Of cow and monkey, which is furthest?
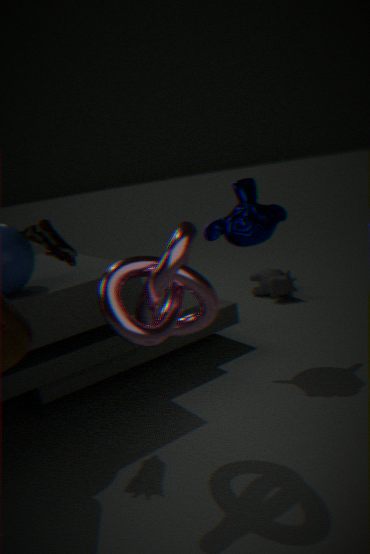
cow
